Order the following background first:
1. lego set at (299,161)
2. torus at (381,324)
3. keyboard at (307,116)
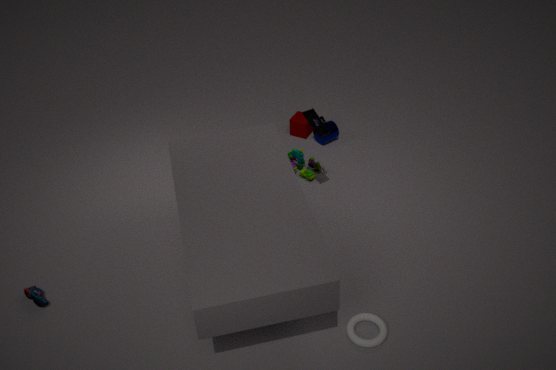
lego set at (299,161) → keyboard at (307,116) → torus at (381,324)
